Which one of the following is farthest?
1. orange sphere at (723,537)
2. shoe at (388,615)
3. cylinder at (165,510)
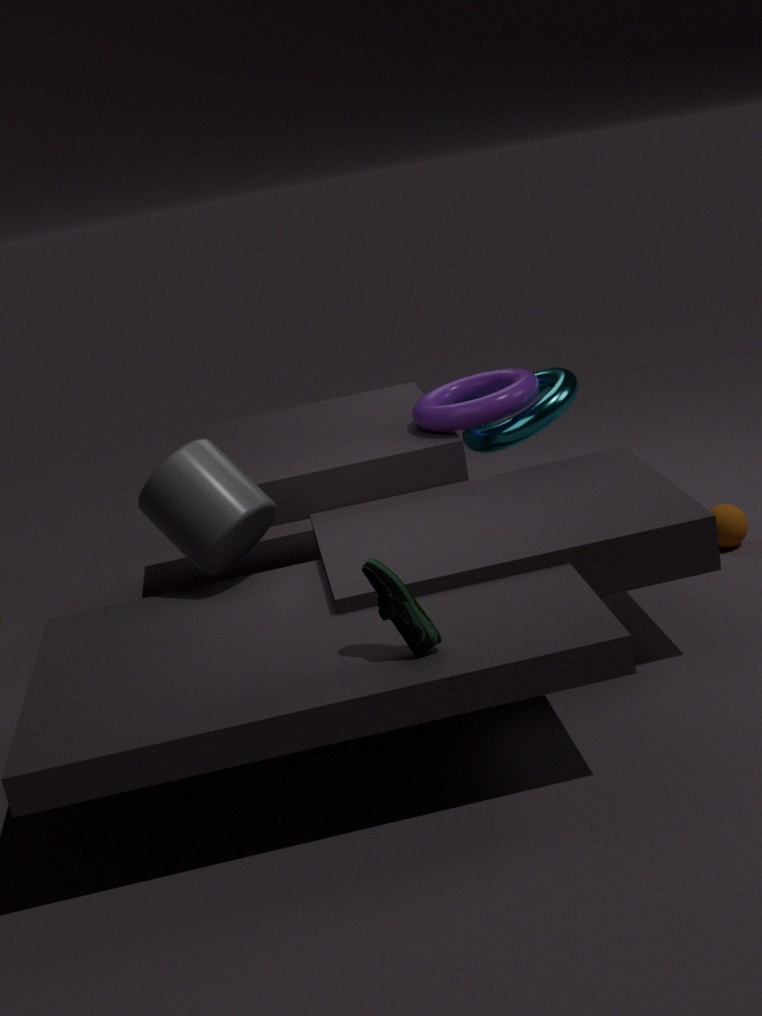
orange sphere at (723,537)
